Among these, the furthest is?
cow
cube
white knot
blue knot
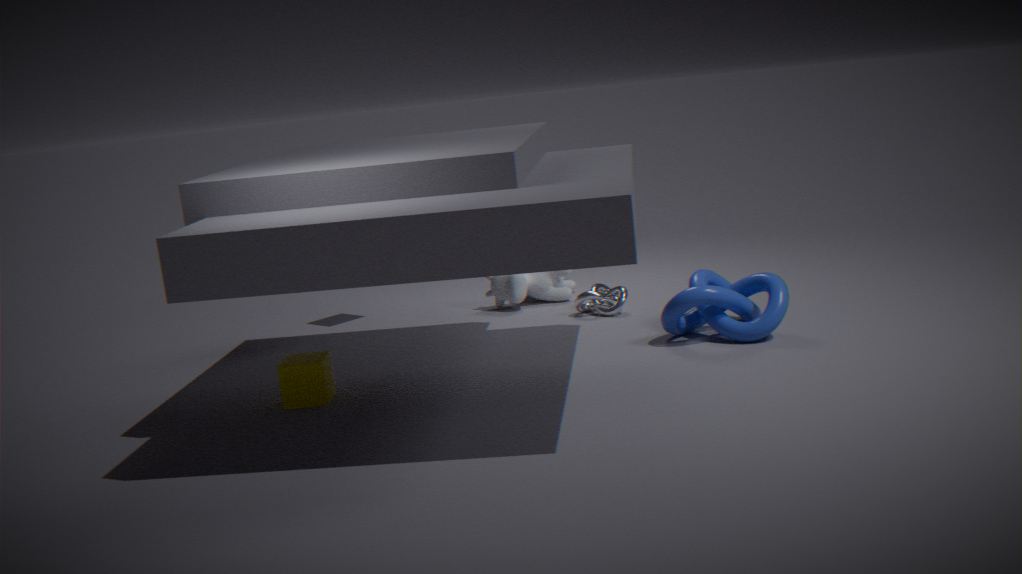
cow
